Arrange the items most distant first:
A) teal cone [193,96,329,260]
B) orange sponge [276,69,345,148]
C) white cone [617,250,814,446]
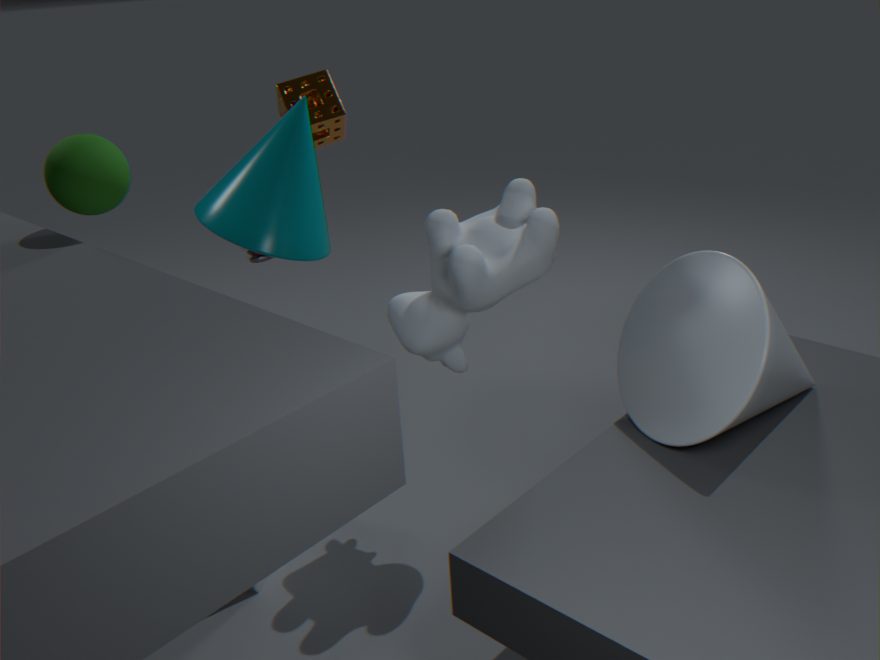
Answer: B. orange sponge [276,69,345,148] < A. teal cone [193,96,329,260] < C. white cone [617,250,814,446]
